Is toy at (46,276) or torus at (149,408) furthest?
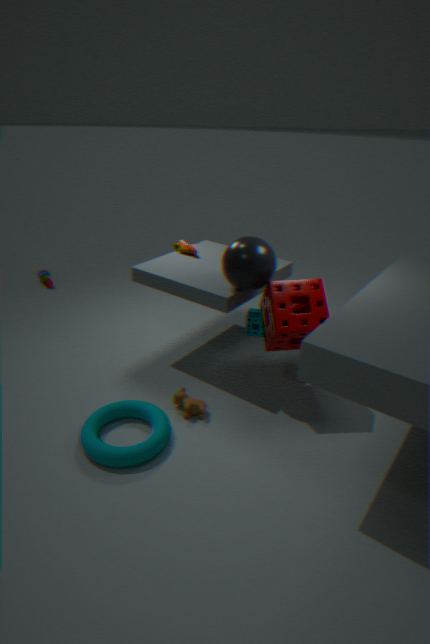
toy at (46,276)
